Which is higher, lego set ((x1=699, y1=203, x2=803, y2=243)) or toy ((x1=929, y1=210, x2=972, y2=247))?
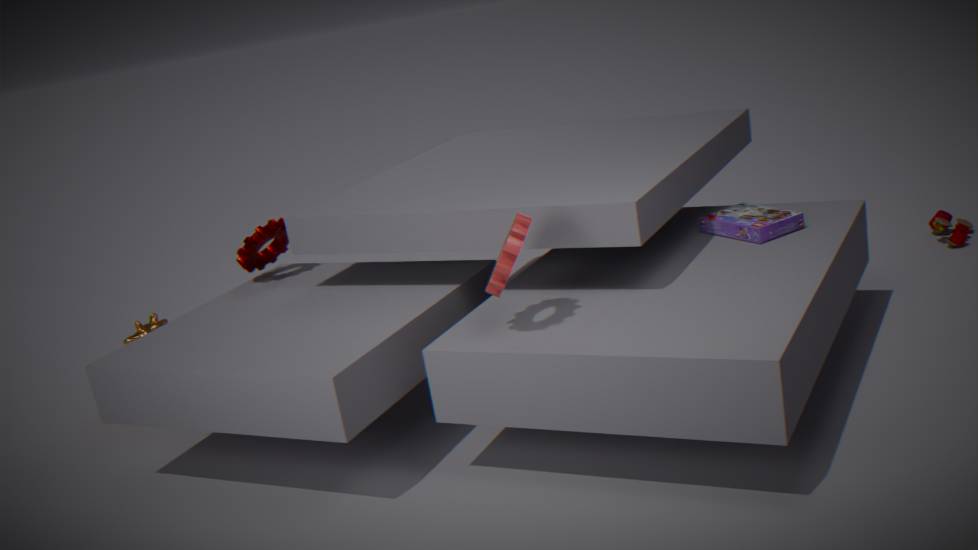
lego set ((x1=699, y1=203, x2=803, y2=243))
